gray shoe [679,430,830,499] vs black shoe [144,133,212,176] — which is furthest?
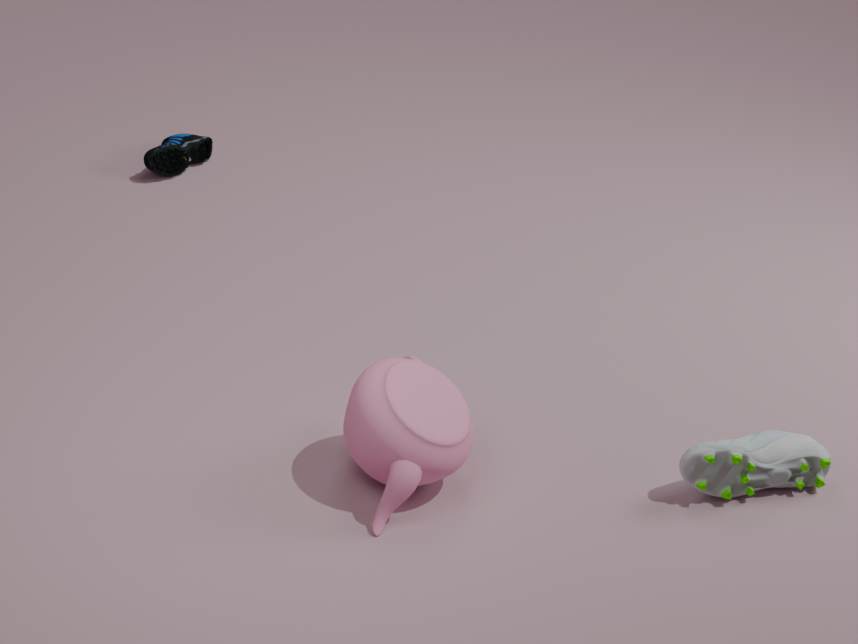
black shoe [144,133,212,176]
